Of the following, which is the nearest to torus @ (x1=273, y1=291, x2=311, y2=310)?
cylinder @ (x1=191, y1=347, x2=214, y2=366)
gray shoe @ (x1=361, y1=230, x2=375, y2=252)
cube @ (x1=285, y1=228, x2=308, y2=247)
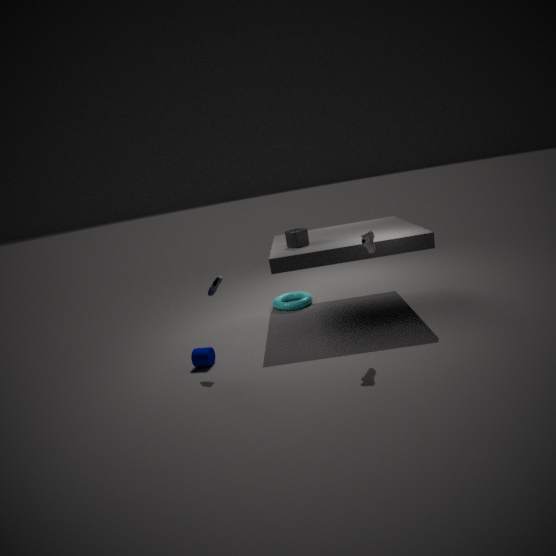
cube @ (x1=285, y1=228, x2=308, y2=247)
